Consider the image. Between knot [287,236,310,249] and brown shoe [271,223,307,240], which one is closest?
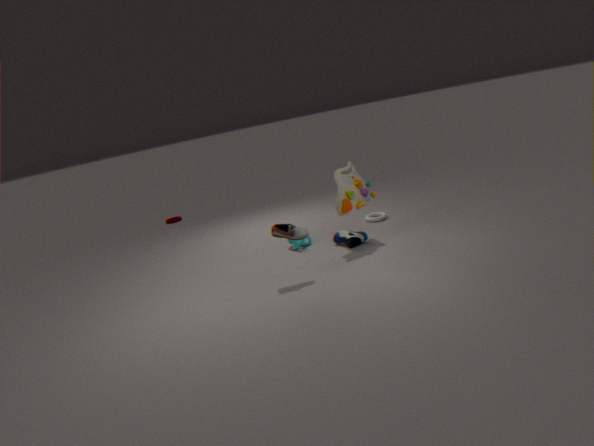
brown shoe [271,223,307,240]
